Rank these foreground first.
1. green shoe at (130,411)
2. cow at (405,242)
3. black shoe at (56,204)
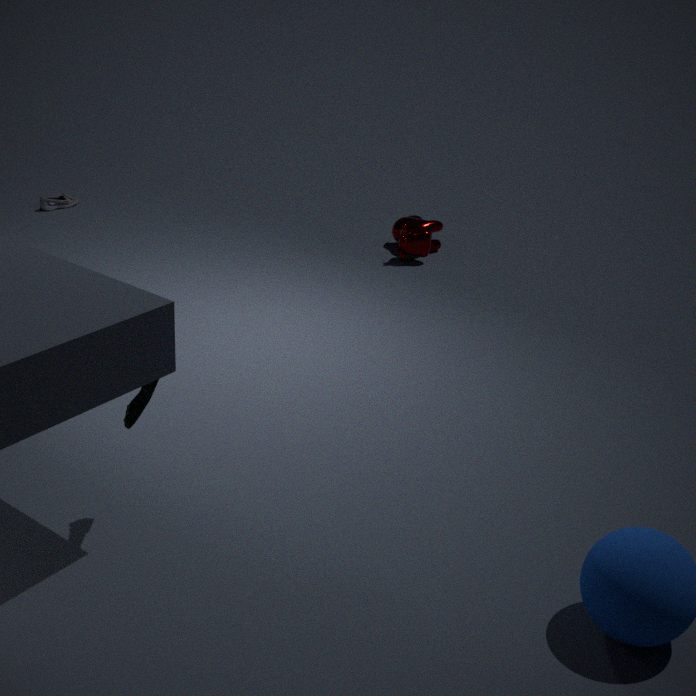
1. green shoe at (130,411)
2. cow at (405,242)
3. black shoe at (56,204)
